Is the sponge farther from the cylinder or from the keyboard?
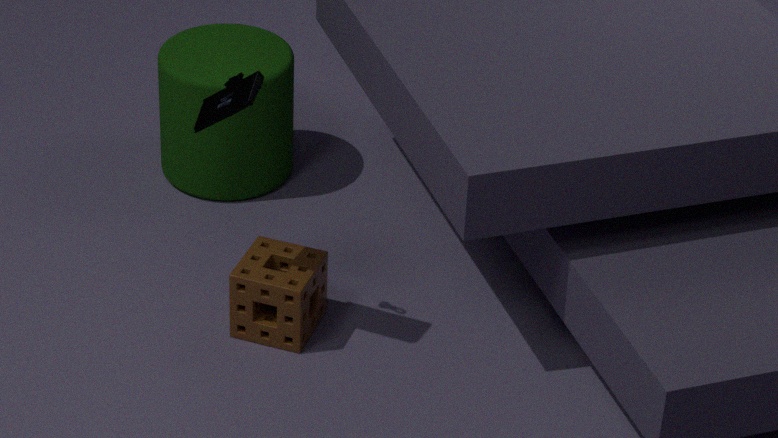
the cylinder
